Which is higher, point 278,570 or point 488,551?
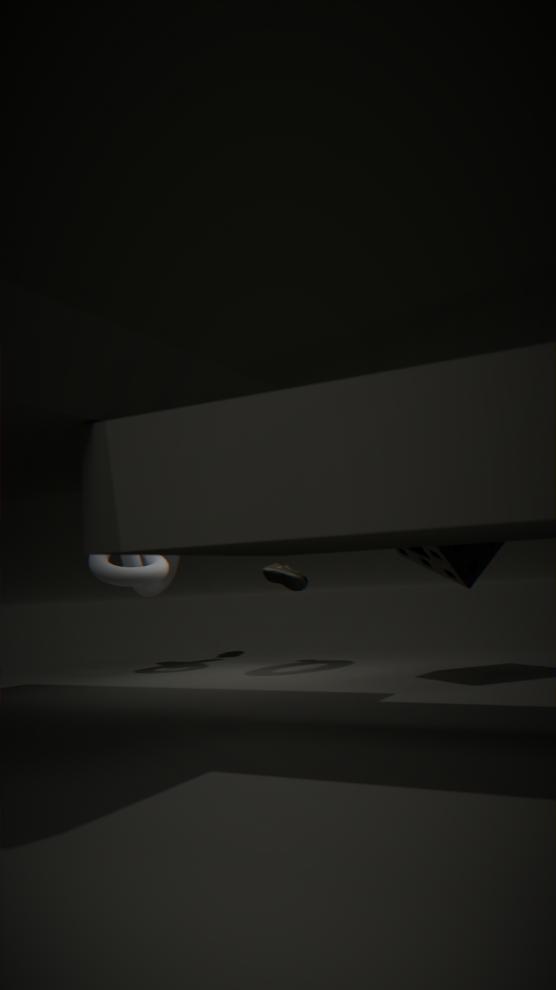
point 488,551
